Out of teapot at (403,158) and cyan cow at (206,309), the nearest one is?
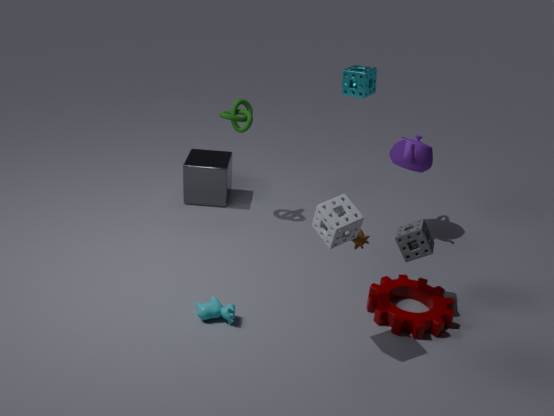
cyan cow at (206,309)
